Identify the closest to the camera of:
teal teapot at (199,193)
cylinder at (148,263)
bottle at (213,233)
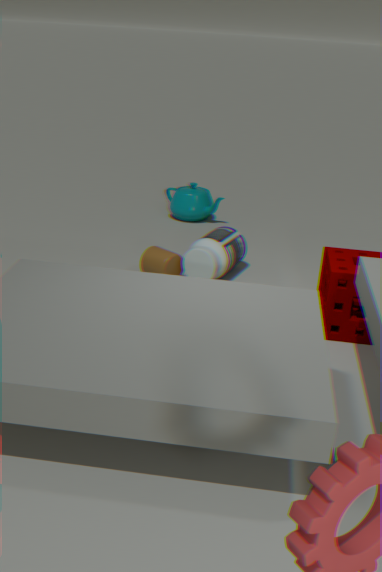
bottle at (213,233)
